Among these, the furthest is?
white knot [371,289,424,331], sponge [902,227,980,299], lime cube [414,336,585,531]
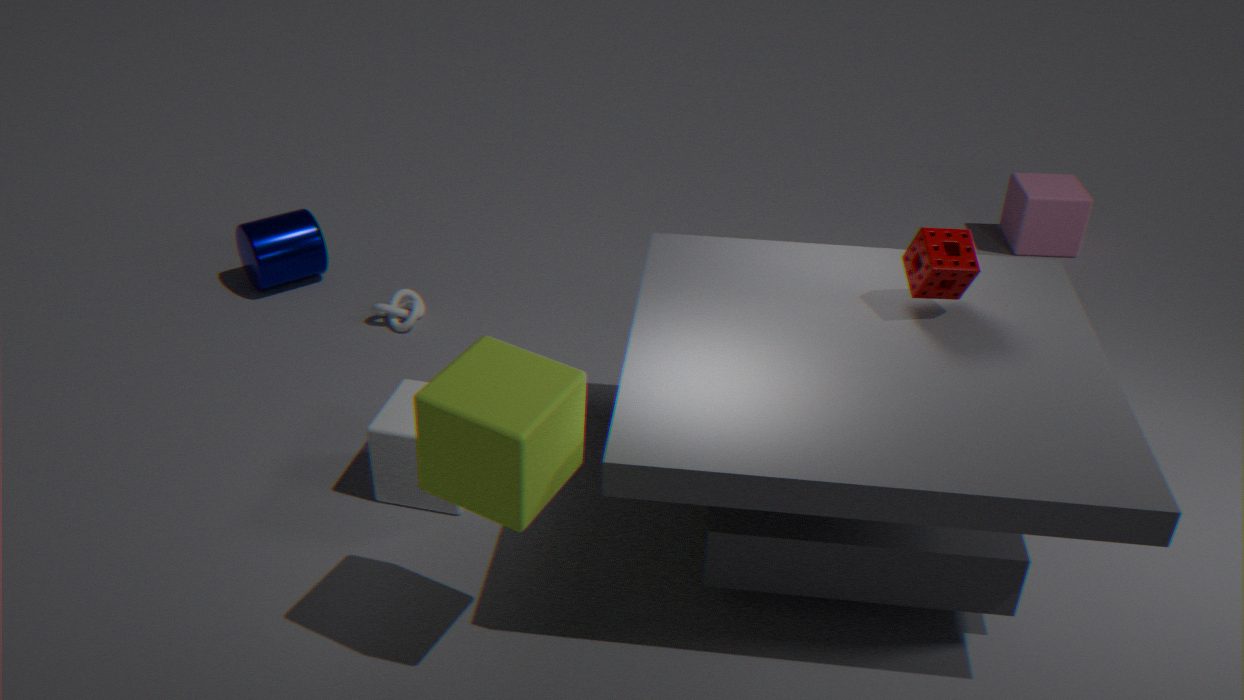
white knot [371,289,424,331]
